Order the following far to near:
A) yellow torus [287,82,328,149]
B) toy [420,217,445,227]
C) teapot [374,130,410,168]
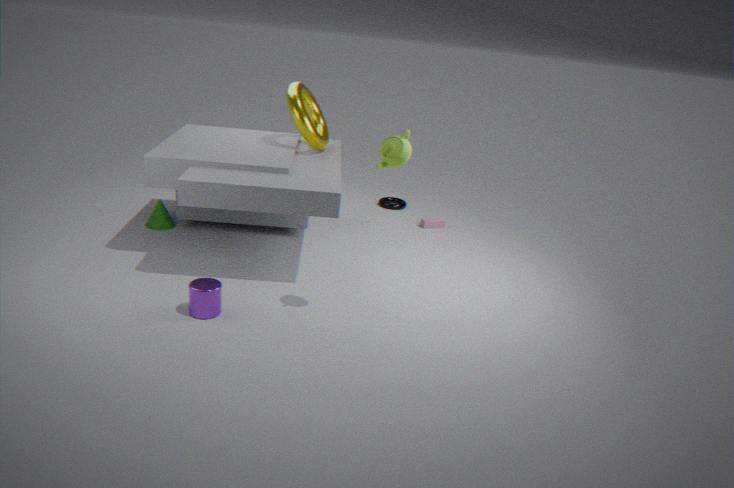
toy [420,217,445,227]
yellow torus [287,82,328,149]
teapot [374,130,410,168]
